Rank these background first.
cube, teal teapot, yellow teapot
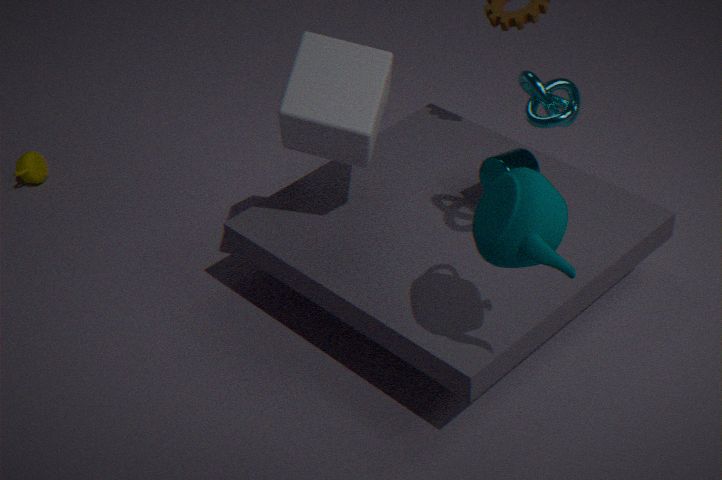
yellow teapot
cube
teal teapot
